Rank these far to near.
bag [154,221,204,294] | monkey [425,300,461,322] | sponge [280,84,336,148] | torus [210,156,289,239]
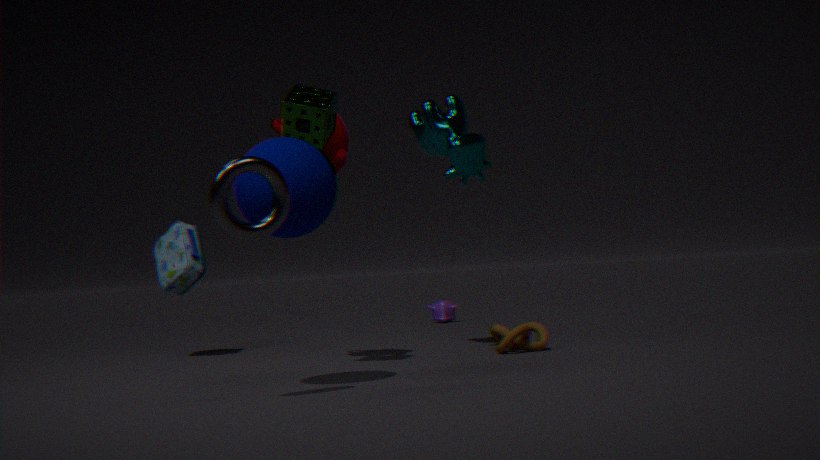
monkey [425,300,461,322]
bag [154,221,204,294]
sponge [280,84,336,148]
torus [210,156,289,239]
